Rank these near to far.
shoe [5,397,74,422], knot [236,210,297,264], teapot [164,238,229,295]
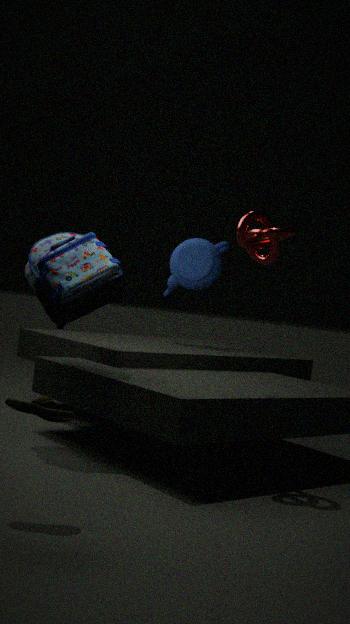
shoe [5,397,74,422] < knot [236,210,297,264] < teapot [164,238,229,295]
